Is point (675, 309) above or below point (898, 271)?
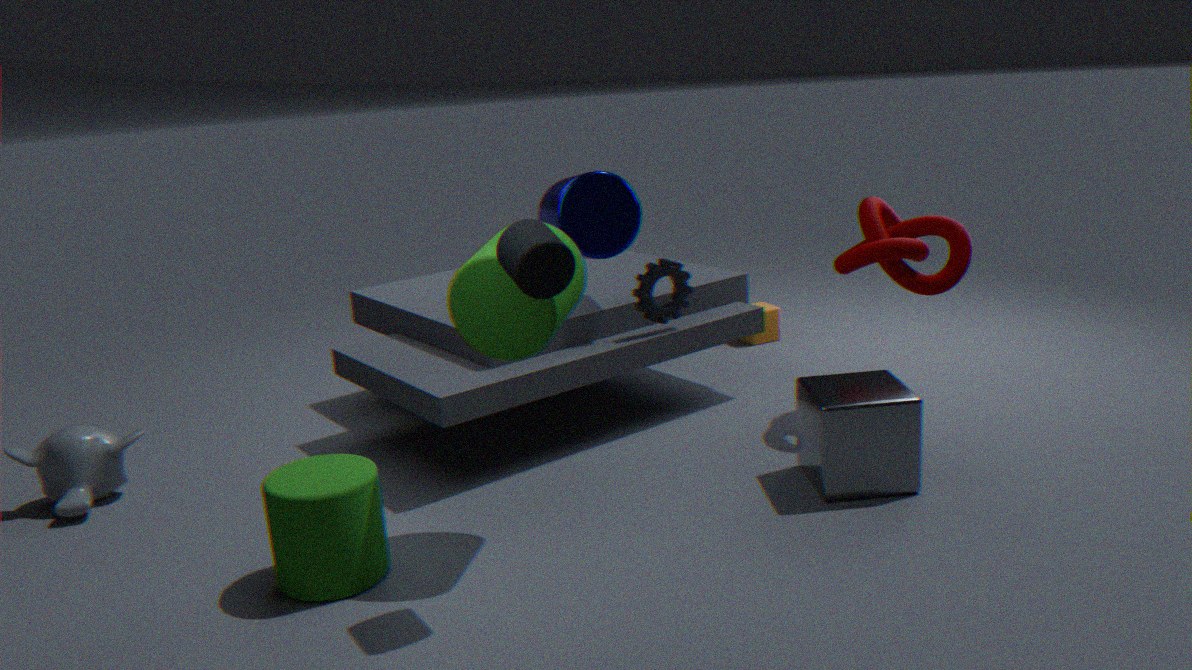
below
